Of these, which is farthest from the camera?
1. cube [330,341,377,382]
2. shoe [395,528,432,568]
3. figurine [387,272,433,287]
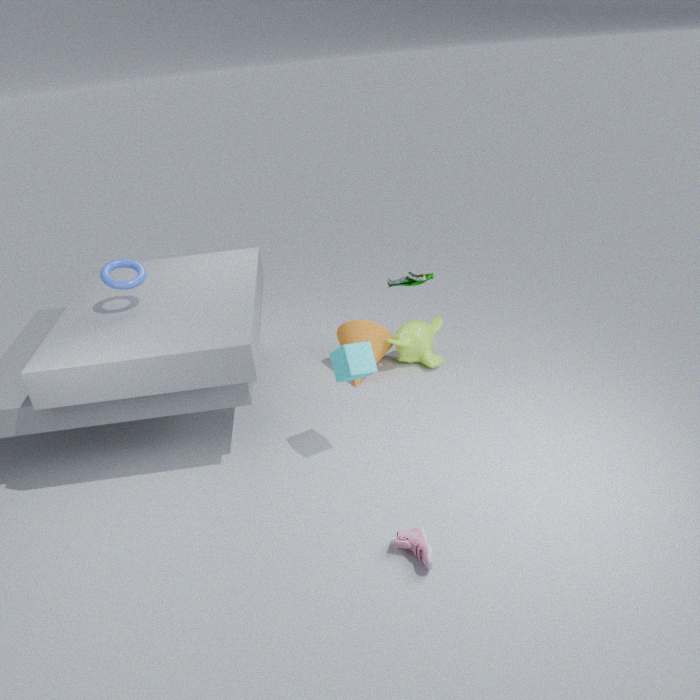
figurine [387,272,433,287]
